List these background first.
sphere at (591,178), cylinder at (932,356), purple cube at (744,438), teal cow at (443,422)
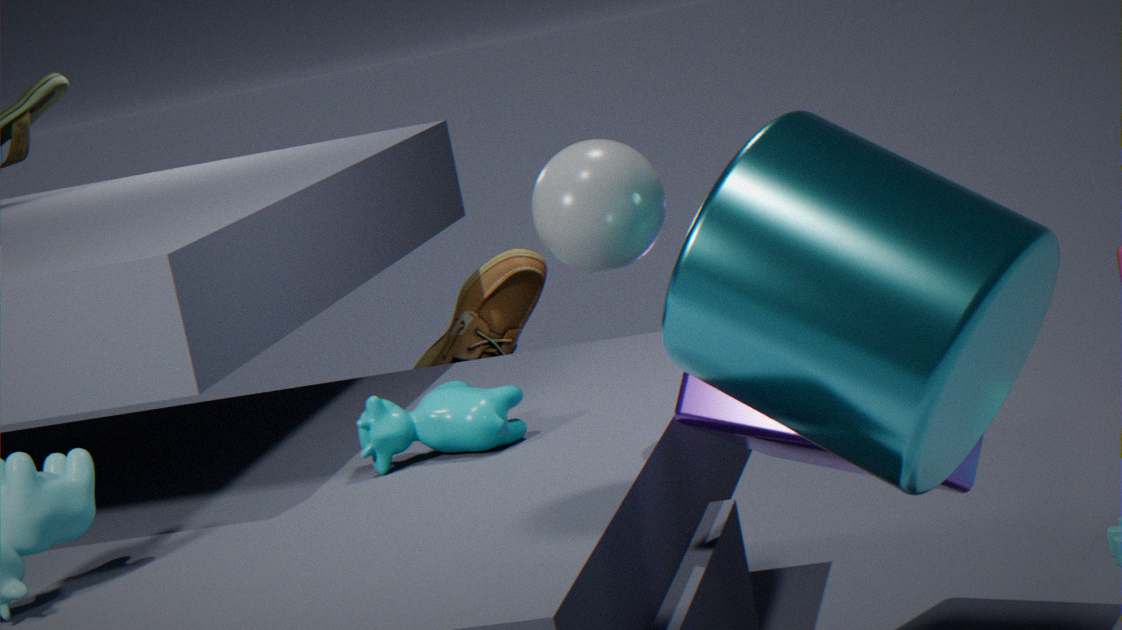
teal cow at (443,422), purple cube at (744,438), sphere at (591,178), cylinder at (932,356)
